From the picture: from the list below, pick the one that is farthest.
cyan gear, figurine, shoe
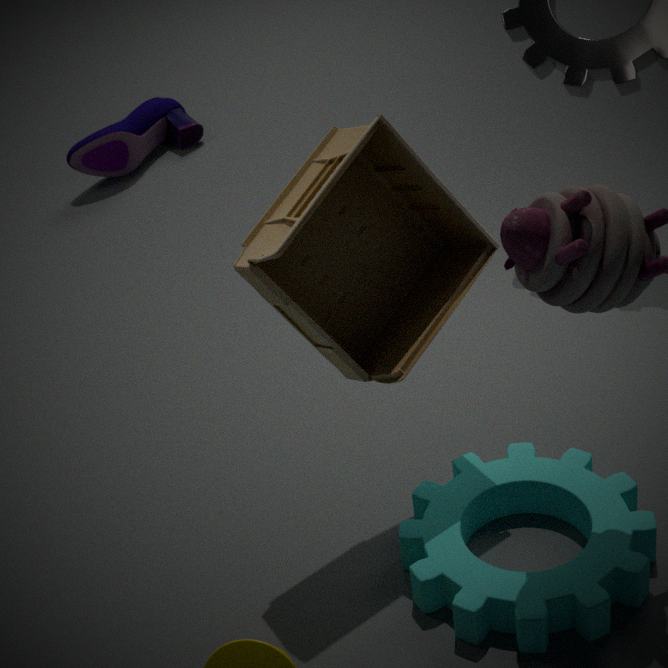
shoe
